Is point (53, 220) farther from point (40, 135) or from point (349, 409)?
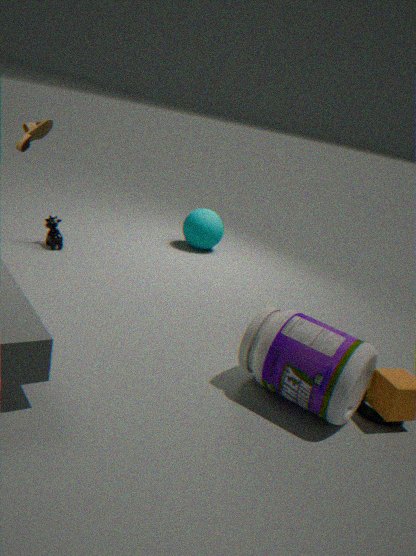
point (349, 409)
